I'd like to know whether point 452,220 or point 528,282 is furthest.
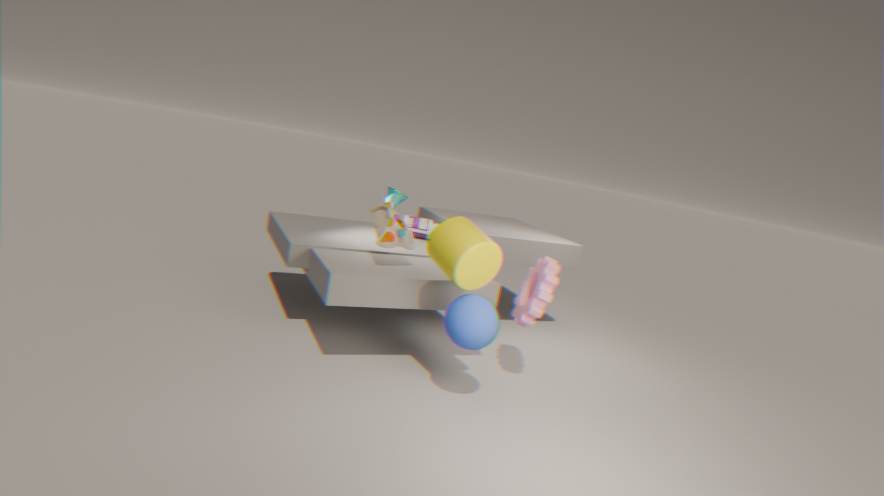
point 528,282
